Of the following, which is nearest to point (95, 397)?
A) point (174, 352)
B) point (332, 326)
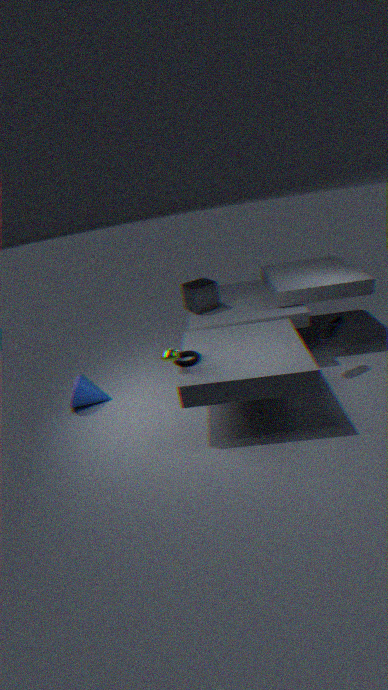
point (174, 352)
